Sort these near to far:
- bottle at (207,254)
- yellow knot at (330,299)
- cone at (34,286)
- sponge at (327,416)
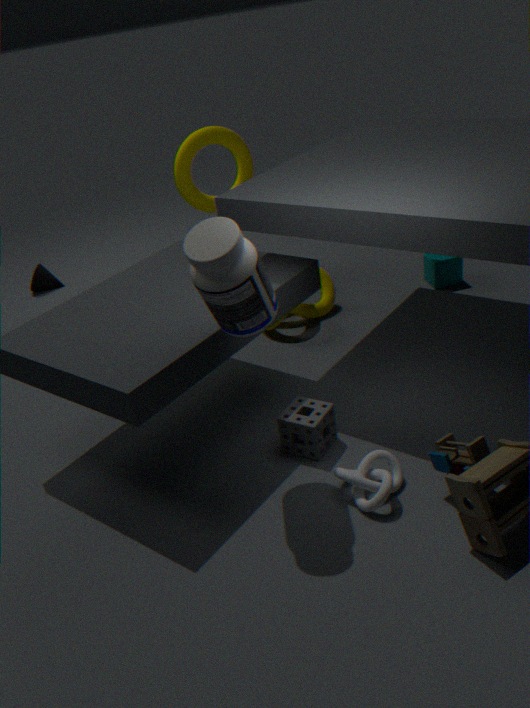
bottle at (207,254), sponge at (327,416), yellow knot at (330,299), cone at (34,286)
